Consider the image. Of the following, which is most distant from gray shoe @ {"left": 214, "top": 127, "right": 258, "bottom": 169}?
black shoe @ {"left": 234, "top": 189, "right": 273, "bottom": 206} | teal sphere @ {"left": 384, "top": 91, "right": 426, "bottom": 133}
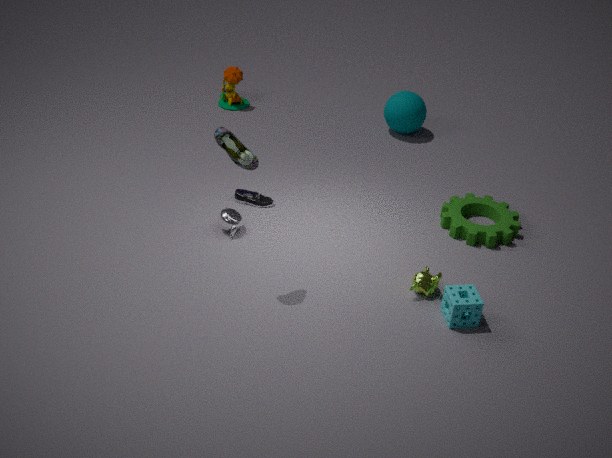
teal sphere @ {"left": 384, "top": 91, "right": 426, "bottom": 133}
